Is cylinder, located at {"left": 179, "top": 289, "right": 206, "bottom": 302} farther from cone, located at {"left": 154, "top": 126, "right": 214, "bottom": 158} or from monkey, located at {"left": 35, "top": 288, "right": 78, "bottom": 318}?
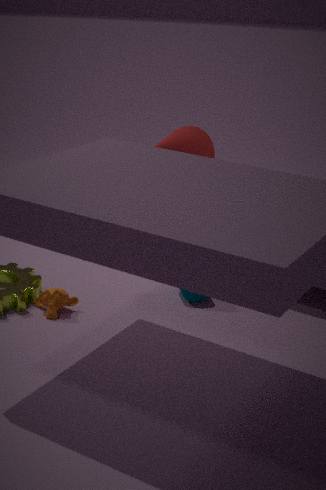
cone, located at {"left": 154, "top": 126, "right": 214, "bottom": 158}
